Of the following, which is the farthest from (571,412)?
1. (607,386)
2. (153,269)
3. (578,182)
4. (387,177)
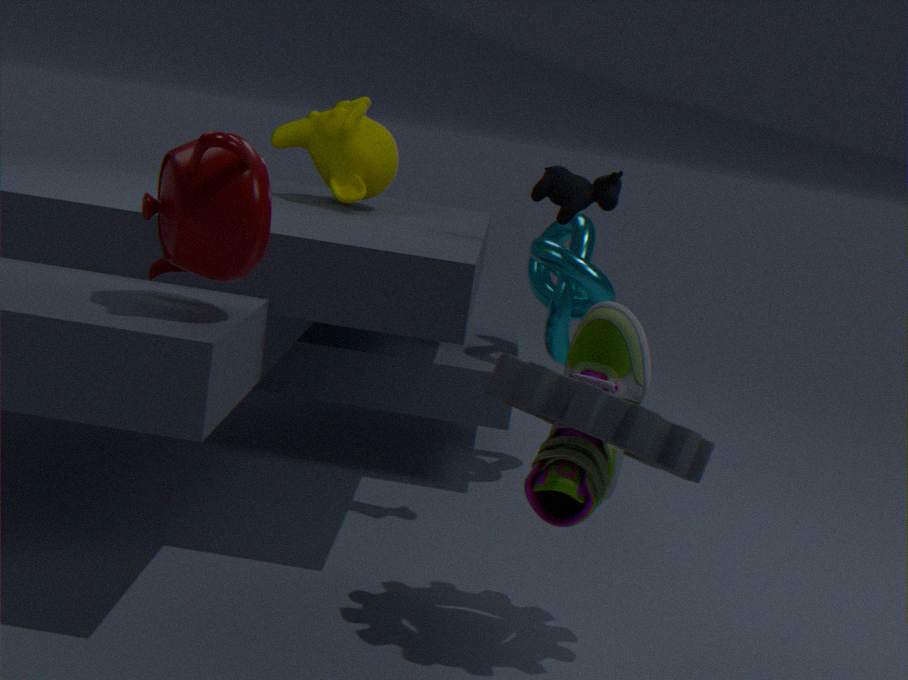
(387,177)
